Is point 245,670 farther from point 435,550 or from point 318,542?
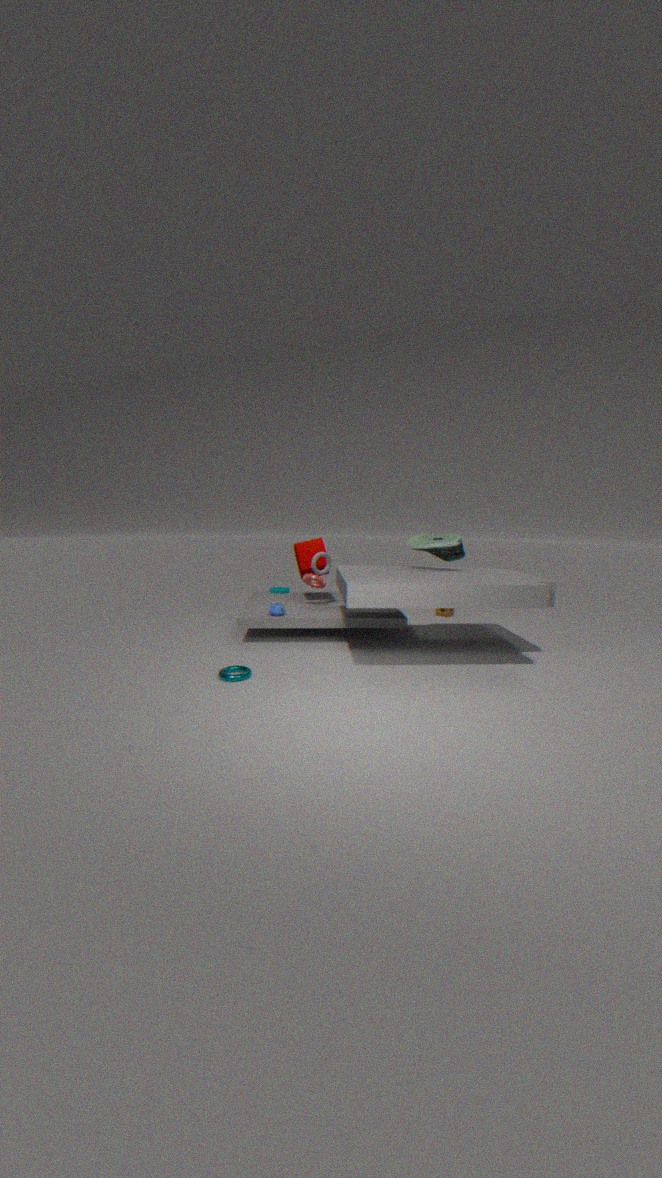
point 435,550
